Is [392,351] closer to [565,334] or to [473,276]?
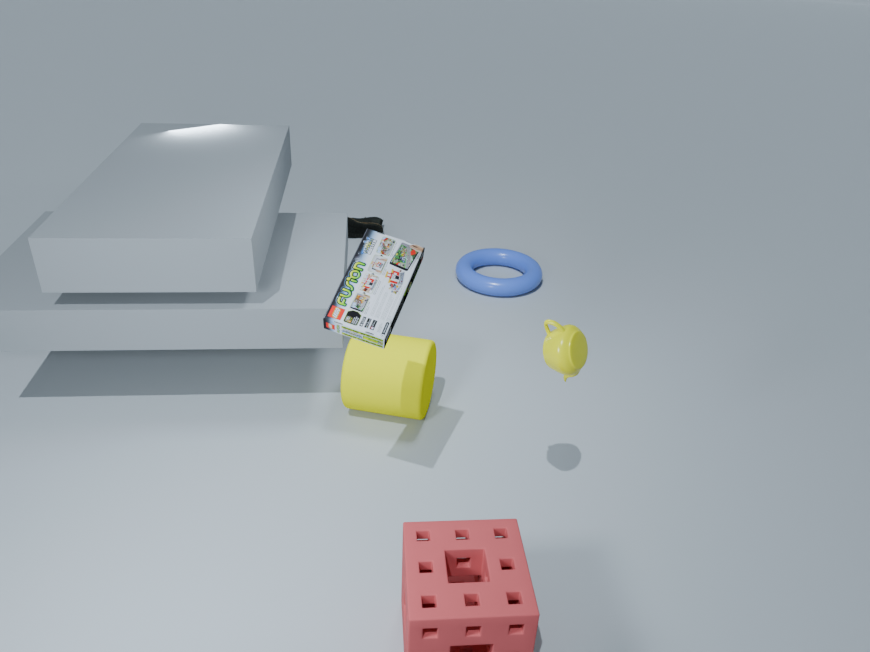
[565,334]
